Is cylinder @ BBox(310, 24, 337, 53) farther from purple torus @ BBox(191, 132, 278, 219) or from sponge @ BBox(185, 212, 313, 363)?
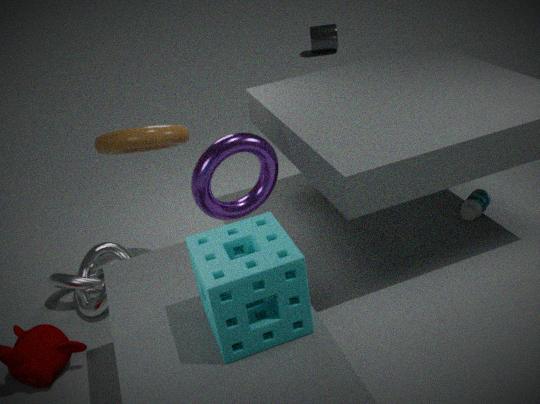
sponge @ BBox(185, 212, 313, 363)
